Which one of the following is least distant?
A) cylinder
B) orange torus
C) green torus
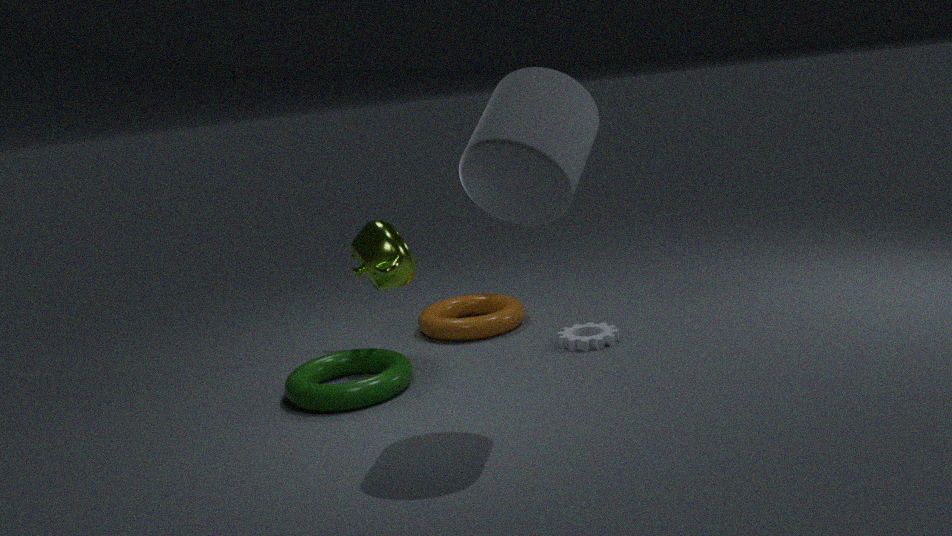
cylinder
